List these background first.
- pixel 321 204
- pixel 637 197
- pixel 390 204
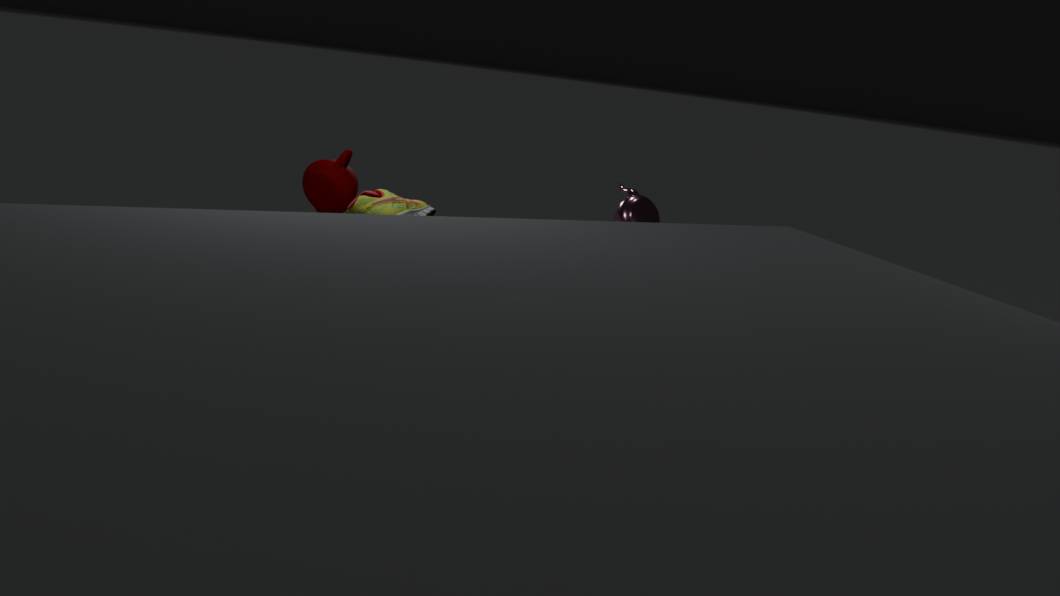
pixel 637 197 < pixel 321 204 < pixel 390 204
